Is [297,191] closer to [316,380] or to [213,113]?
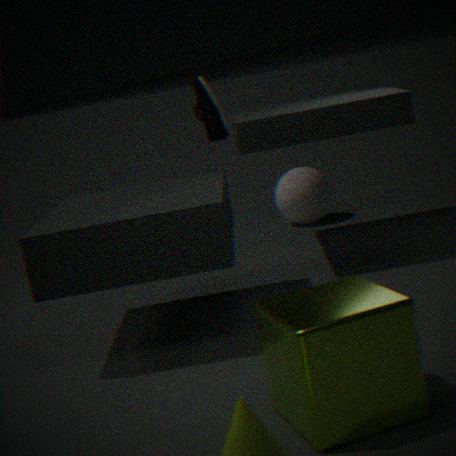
[213,113]
